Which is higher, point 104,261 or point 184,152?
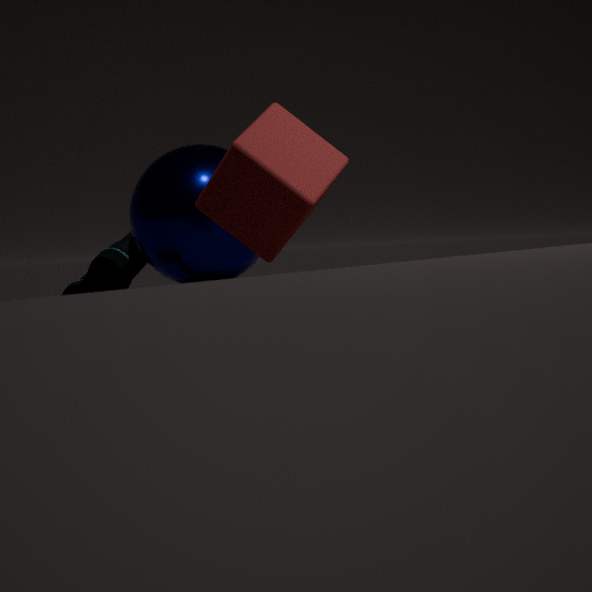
point 184,152
